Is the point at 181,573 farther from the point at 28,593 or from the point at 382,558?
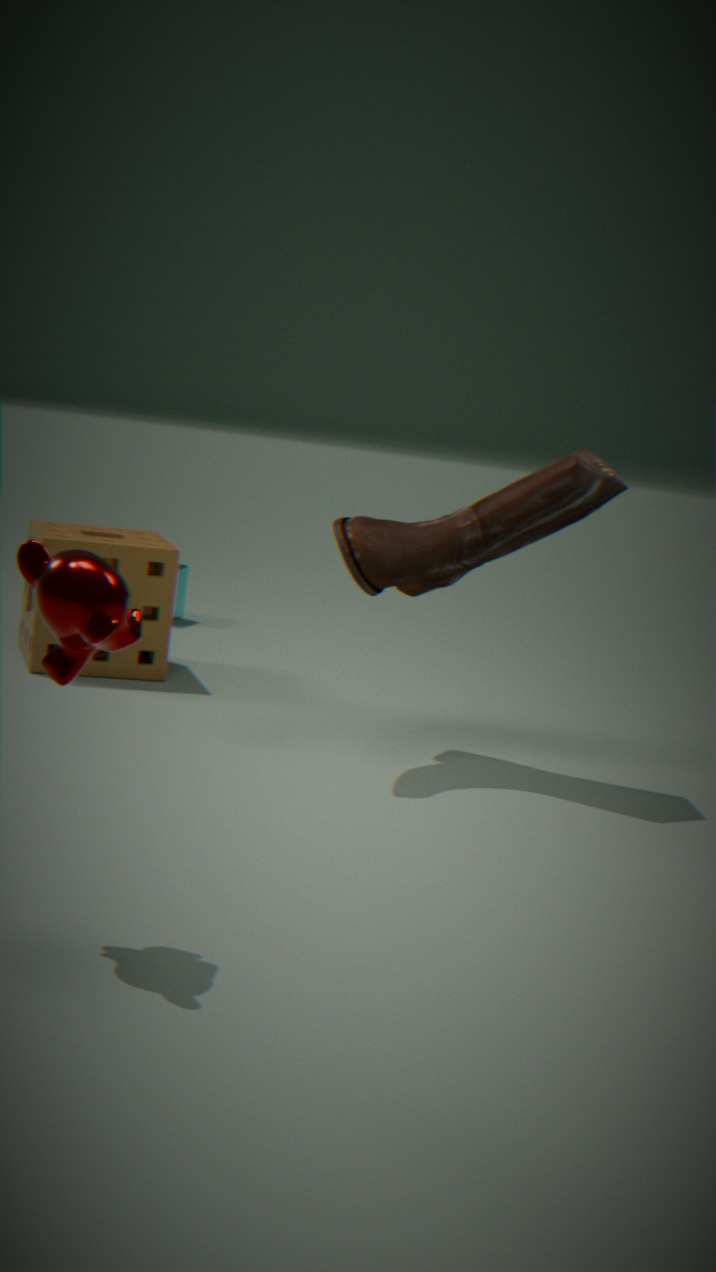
the point at 382,558
